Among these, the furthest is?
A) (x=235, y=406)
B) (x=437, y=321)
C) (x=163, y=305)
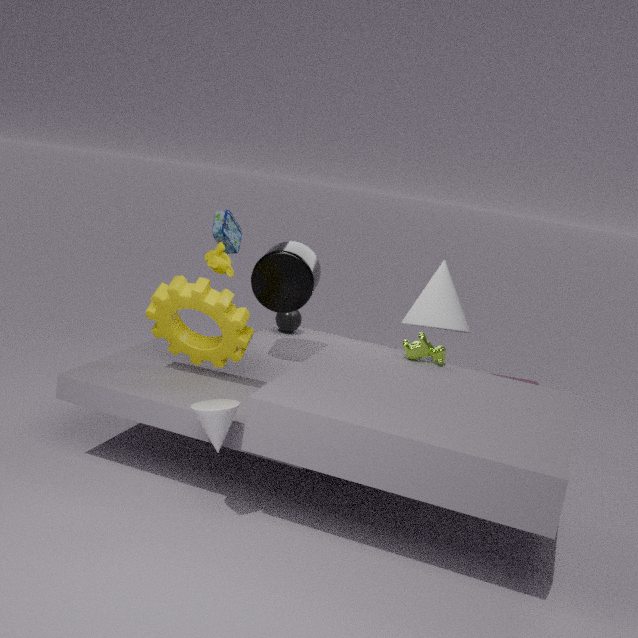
(x=437, y=321)
